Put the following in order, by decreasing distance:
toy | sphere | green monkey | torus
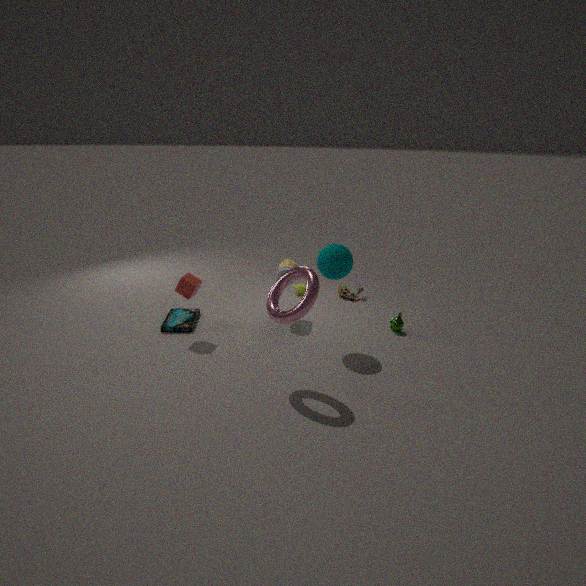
toy, green monkey, sphere, torus
